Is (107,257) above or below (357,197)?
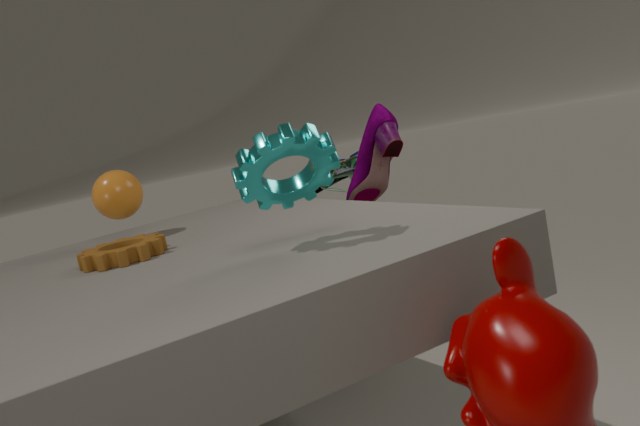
below
